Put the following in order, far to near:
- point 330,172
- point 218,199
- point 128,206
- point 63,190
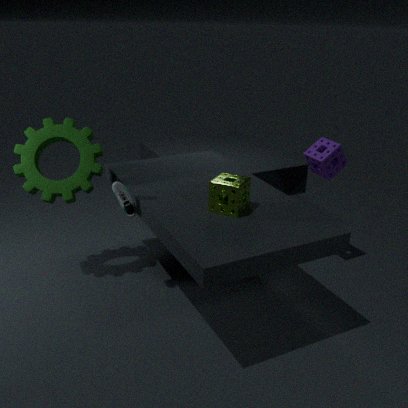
point 330,172 < point 63,190 < point 128,206 < point 218,199
